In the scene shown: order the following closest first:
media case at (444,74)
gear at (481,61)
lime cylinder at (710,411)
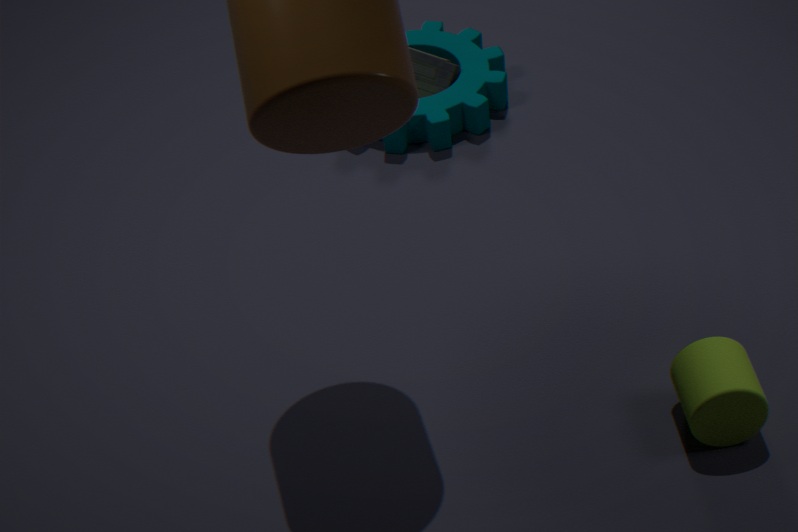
lime cylinder at (710,411) → gear at (481,61) → media case at (444,74)
